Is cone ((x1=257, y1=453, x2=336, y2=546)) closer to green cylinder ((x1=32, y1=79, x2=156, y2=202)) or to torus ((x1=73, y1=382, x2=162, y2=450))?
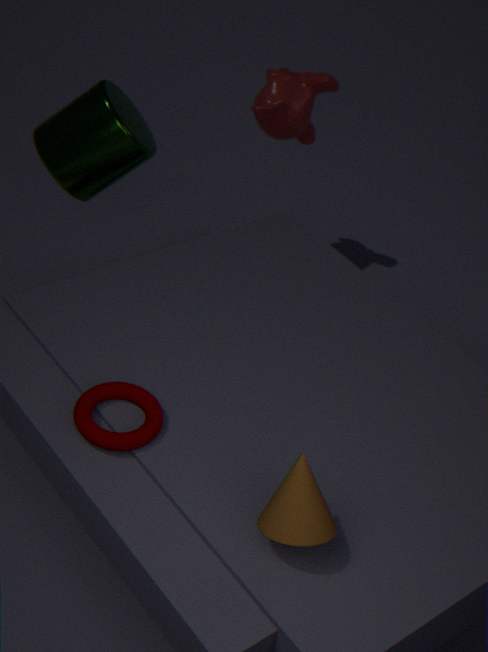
torus ((x1=73, y1=382, x2=162, y2=450))
